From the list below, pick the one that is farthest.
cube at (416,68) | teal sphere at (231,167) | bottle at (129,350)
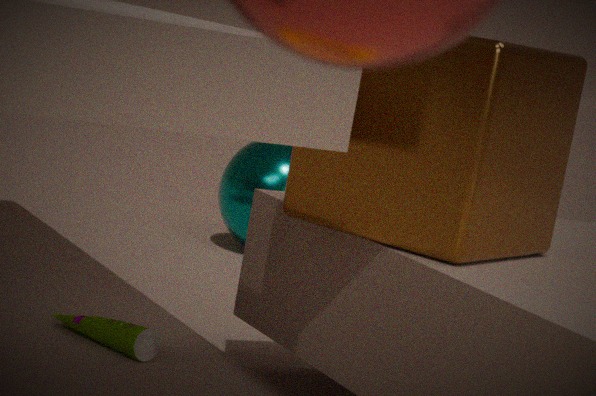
teal sphere at (231,167)
